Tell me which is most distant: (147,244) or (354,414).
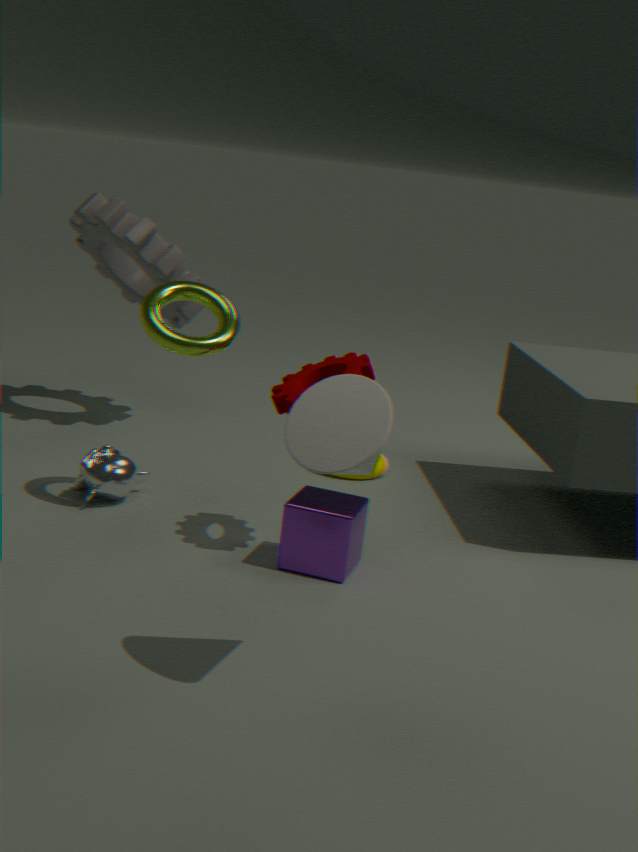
(147,244)
